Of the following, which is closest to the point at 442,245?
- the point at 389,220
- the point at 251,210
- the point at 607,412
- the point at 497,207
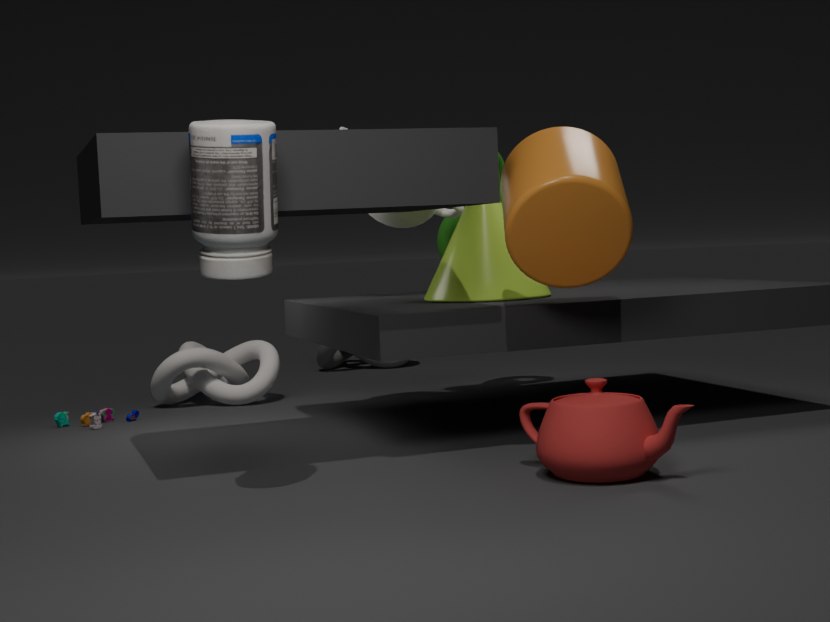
the point at 389,220
